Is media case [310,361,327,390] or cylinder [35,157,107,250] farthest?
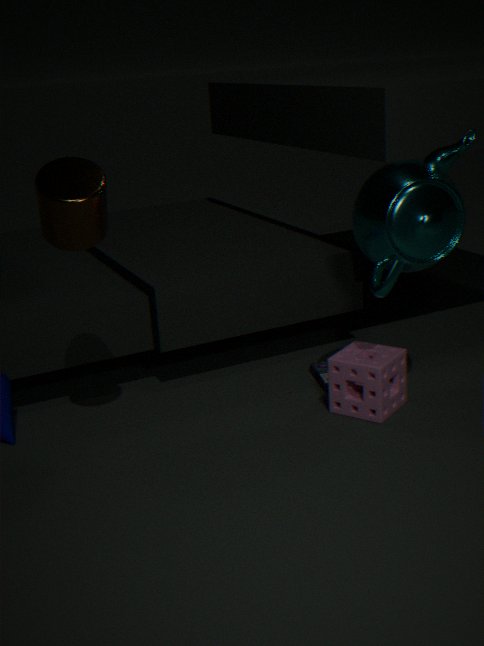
media case [310,361,327,390]
